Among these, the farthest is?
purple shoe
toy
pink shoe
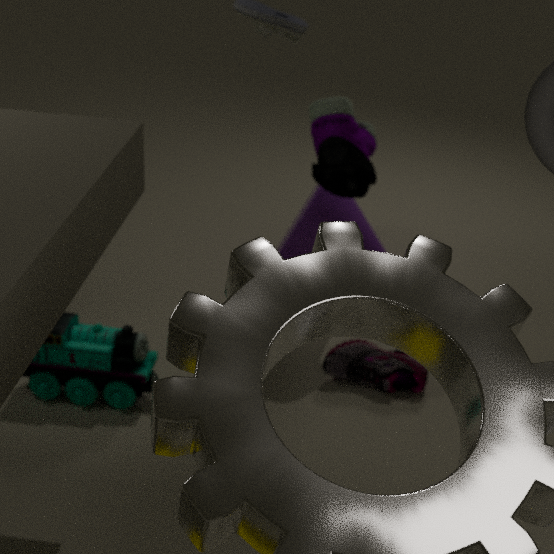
pink shoe
